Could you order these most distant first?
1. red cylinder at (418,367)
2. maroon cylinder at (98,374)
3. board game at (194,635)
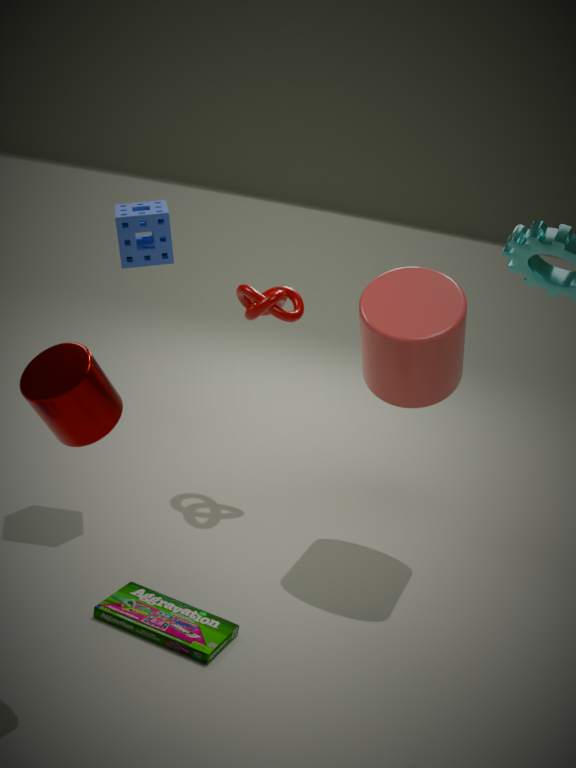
red cylinder at (418,367) → board game at (194,635) → maroon cylinder at (98,374)
